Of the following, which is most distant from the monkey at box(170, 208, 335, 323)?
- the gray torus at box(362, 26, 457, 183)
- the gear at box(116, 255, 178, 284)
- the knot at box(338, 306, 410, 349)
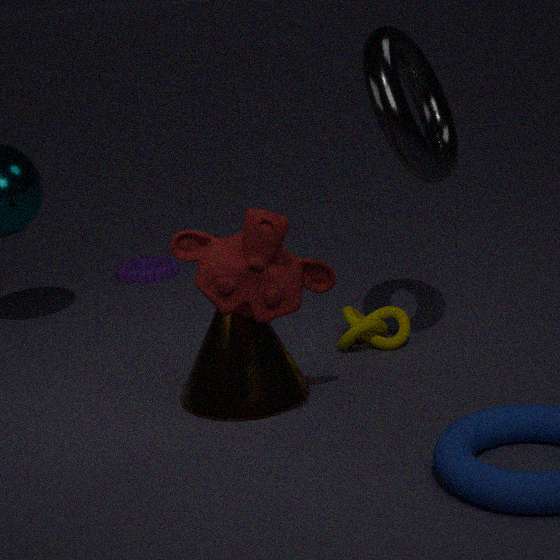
the gear at box(116, 255, 178, 284)
